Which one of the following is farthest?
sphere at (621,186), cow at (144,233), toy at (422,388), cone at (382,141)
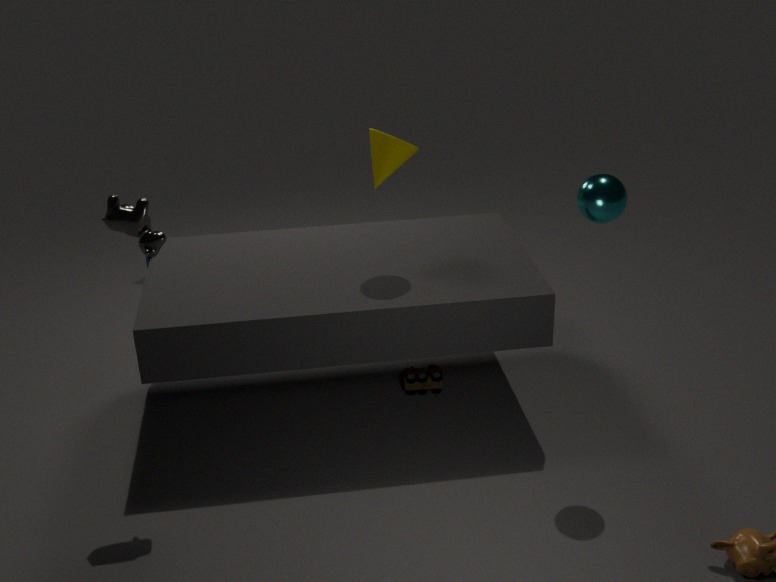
toy at (422,388)
